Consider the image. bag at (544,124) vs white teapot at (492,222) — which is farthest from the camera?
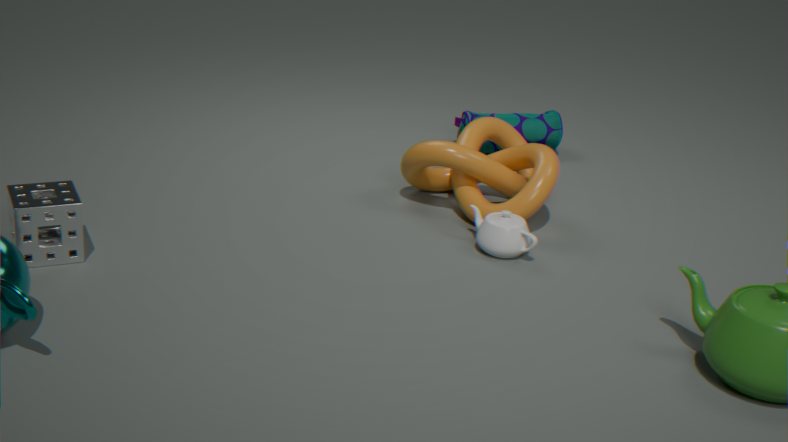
bag at (544,124)
